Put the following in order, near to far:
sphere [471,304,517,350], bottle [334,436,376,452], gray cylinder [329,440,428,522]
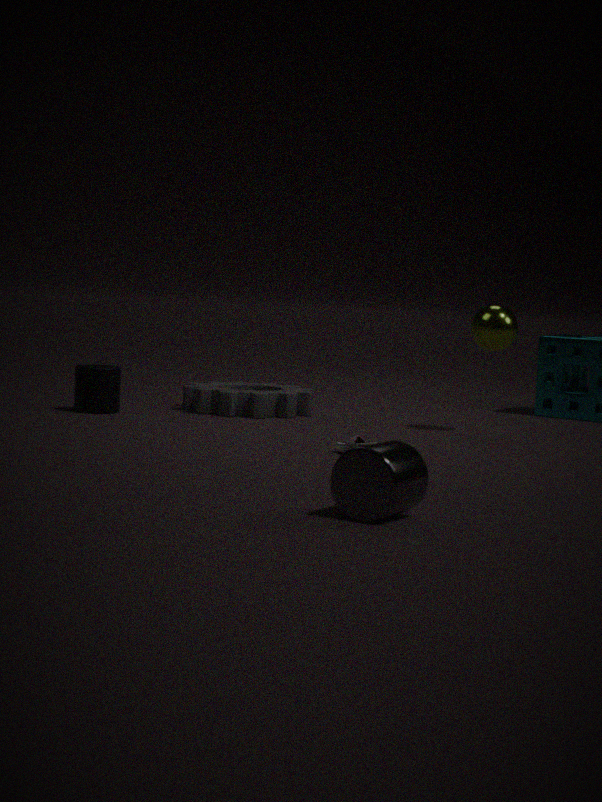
1. gray cylinder [329,440,428,522]
2. bottle [334,436,376,452]
3. sphere [471,304,517,350]
